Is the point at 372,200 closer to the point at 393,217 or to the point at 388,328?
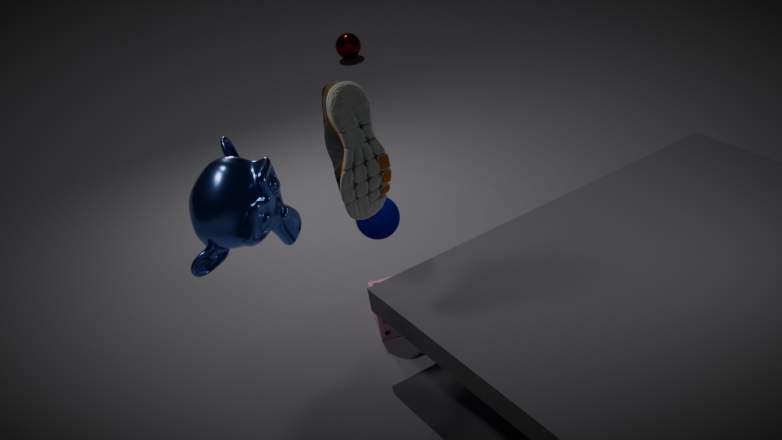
the point at 393,217
